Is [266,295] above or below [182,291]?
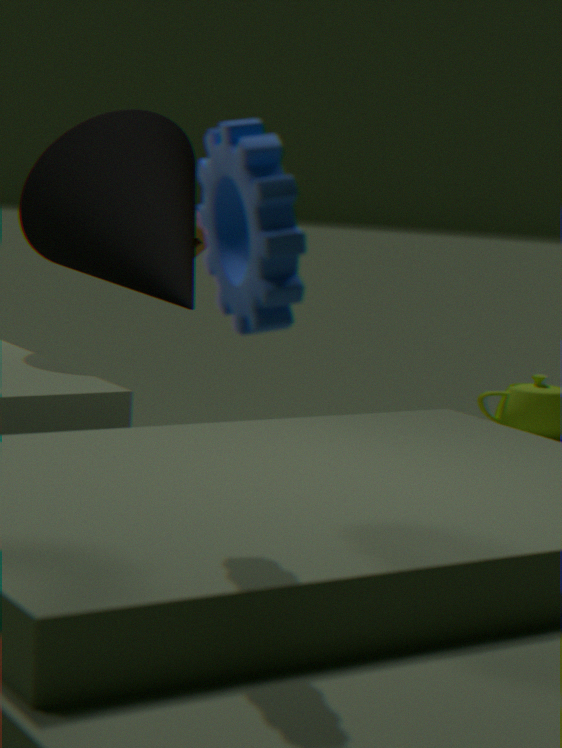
above
